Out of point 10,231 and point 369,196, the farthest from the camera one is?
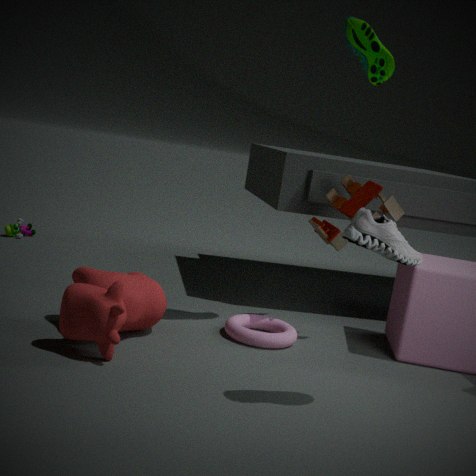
point 10,231
